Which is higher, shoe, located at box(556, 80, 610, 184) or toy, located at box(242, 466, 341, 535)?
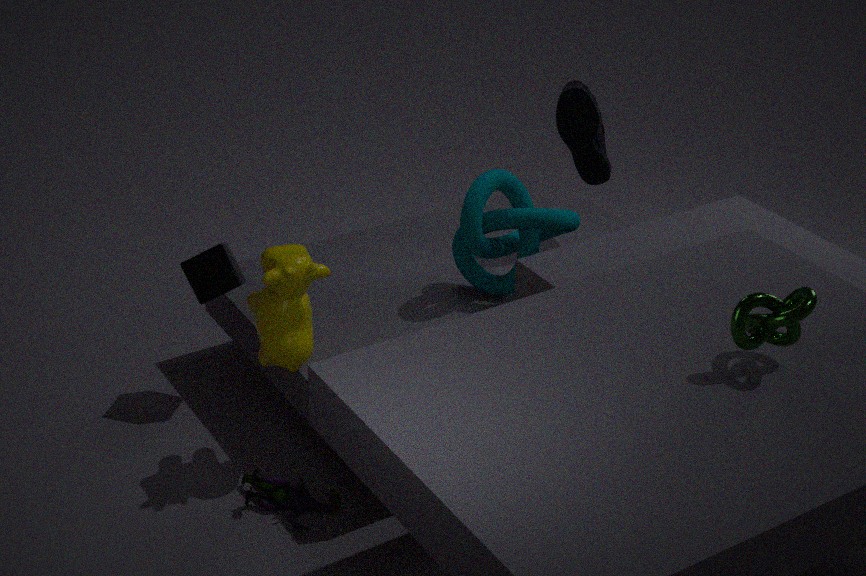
shoe, located at box(556, 80, 610, 184)
